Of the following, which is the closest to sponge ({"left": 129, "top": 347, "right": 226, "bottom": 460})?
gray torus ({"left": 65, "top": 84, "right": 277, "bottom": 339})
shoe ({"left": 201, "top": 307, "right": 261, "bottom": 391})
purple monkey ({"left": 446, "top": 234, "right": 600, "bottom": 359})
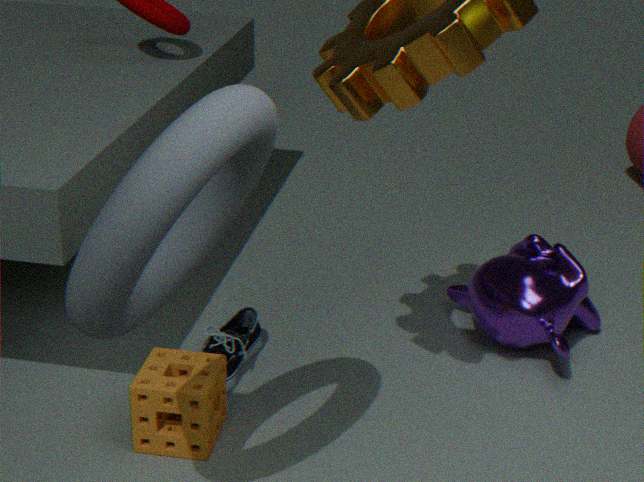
shoe ({"left": 201, "top": 307, "right": 261, "bottom": 391})
